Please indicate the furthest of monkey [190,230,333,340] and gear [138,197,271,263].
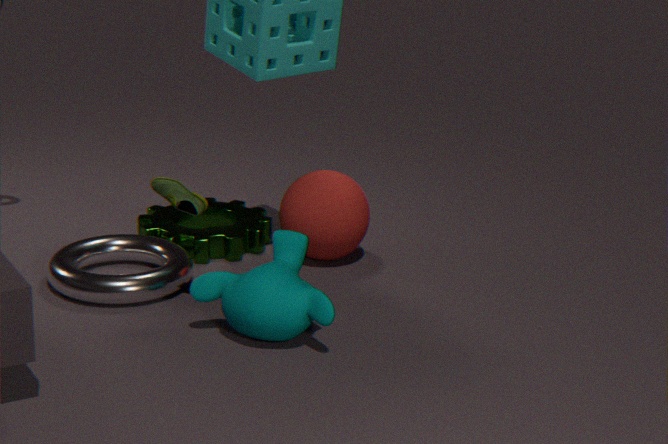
gear [138,197,271,263]
